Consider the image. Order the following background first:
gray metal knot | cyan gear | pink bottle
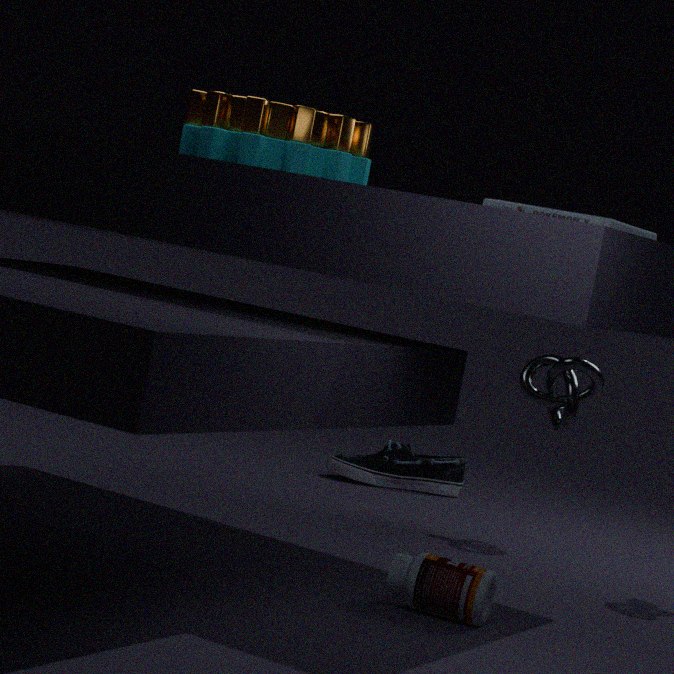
gray metal knot → cyan gear → pink bottle
